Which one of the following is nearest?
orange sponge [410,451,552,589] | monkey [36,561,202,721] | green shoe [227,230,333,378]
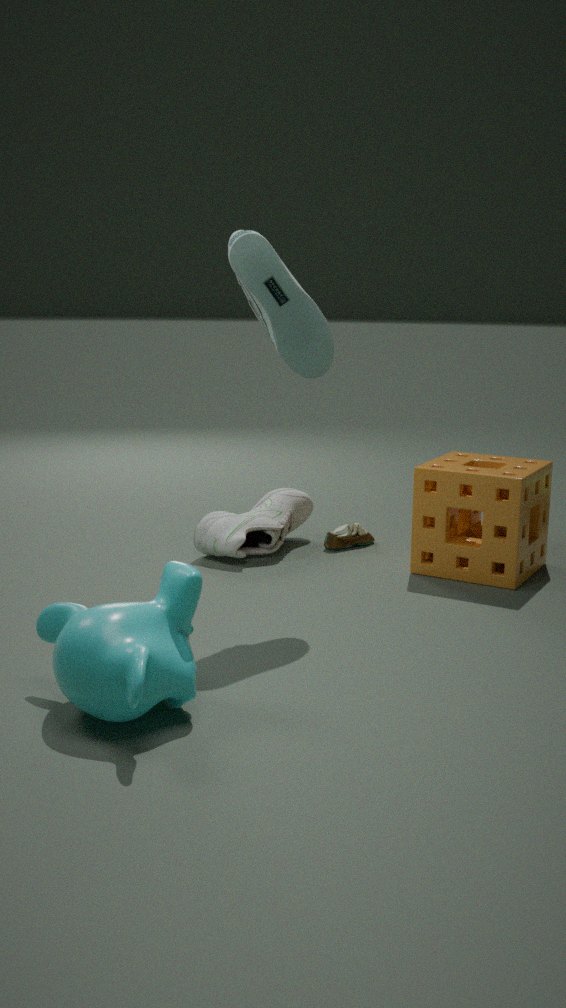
monkey [36,561,202,721]
